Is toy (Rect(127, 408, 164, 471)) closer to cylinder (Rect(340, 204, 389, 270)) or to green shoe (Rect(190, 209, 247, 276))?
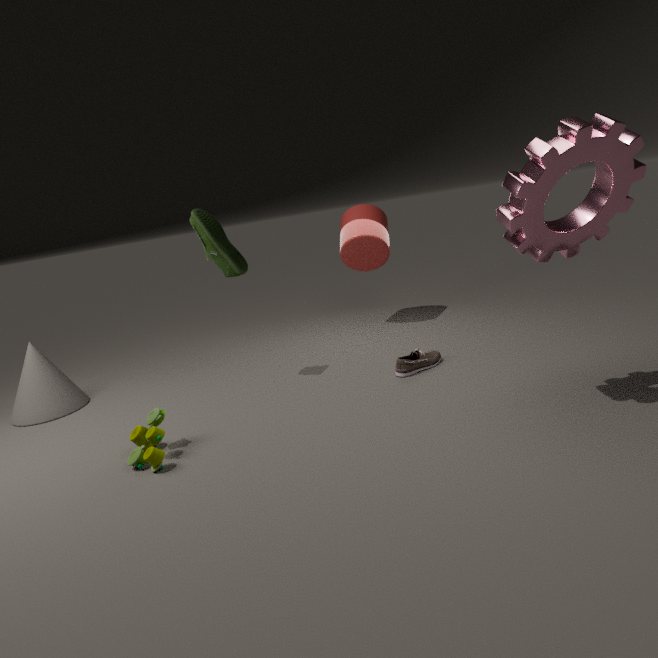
green shoe (Rect(190, 209, 247, 276))
